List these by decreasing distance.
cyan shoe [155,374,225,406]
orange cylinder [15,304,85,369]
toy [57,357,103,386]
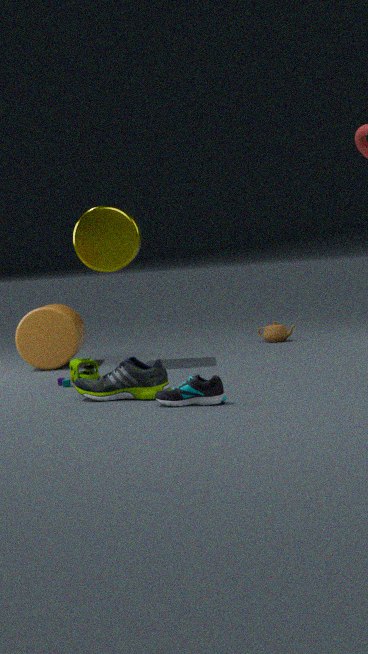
1. orange cylinder [15,304,85,369]
2. toy [57,357,103,386]
3. cyan shoe [155,374,225,406]
